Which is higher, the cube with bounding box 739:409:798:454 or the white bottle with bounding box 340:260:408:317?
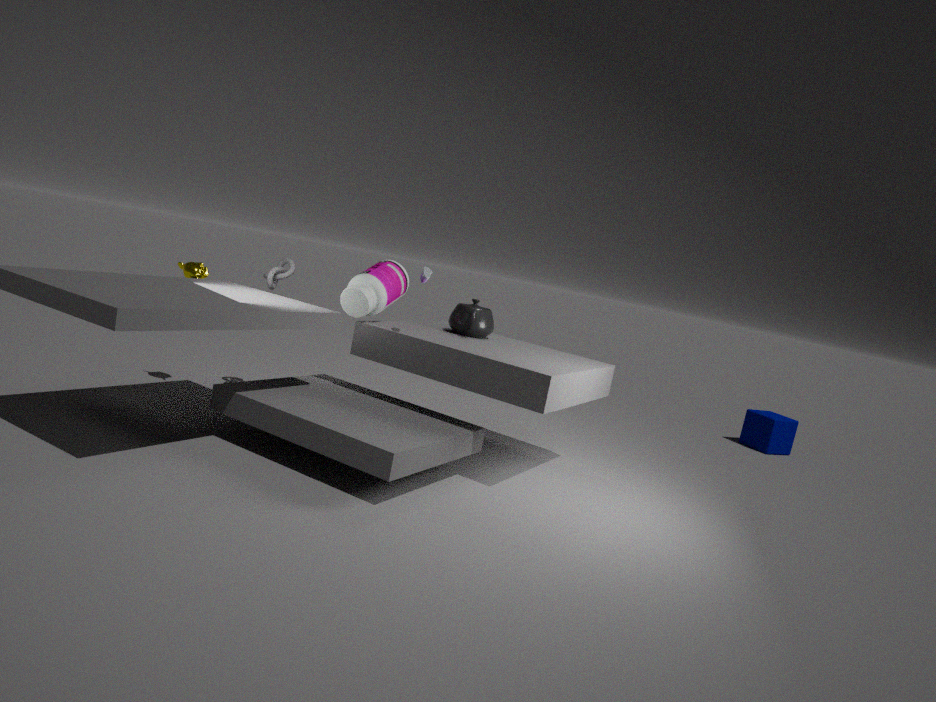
the white bottle with bounding box 340:260:408:317
